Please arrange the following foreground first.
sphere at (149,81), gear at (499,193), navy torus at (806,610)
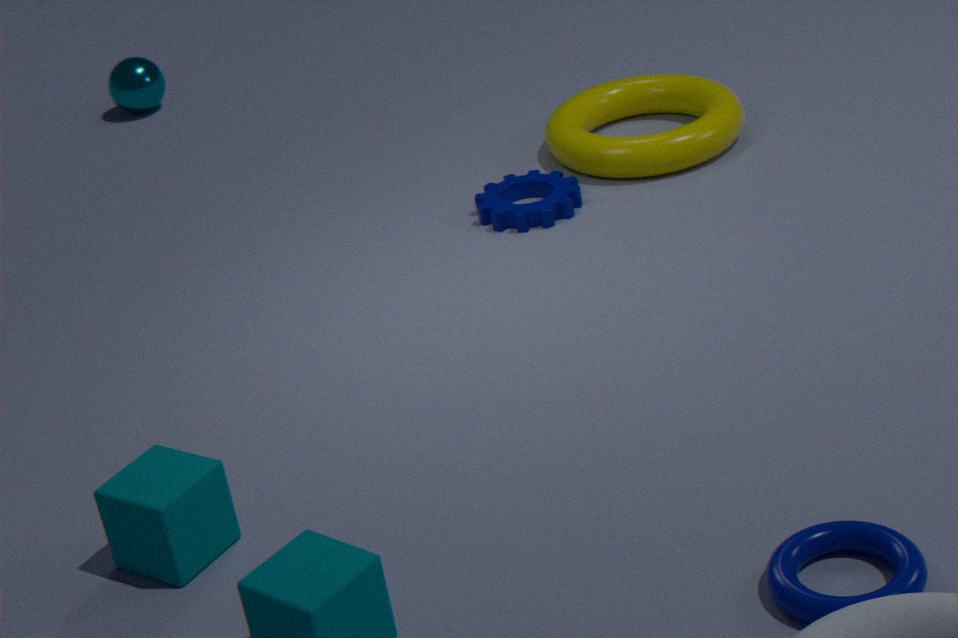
navy torus at (806,610) → gear at (499,193) → sphere at (149,81)
